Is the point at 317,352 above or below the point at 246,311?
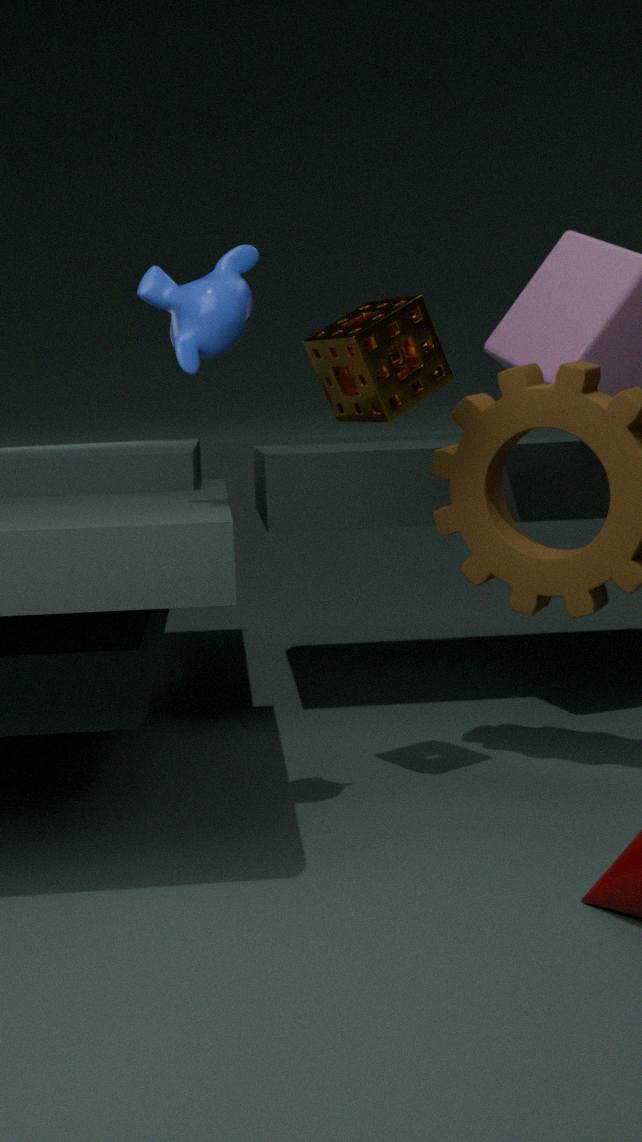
below
